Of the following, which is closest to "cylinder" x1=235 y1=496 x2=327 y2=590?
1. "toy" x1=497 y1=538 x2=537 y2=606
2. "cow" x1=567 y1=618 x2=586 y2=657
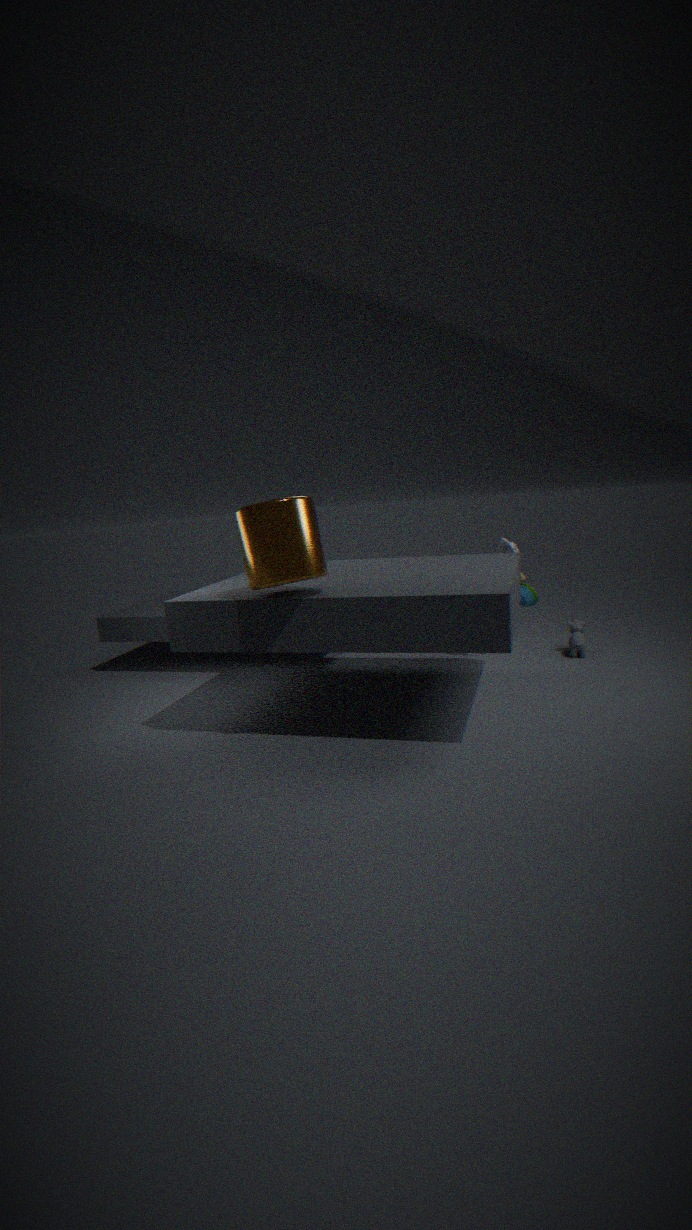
"toy" x1=497 y1=538 x2=537 y2=606
